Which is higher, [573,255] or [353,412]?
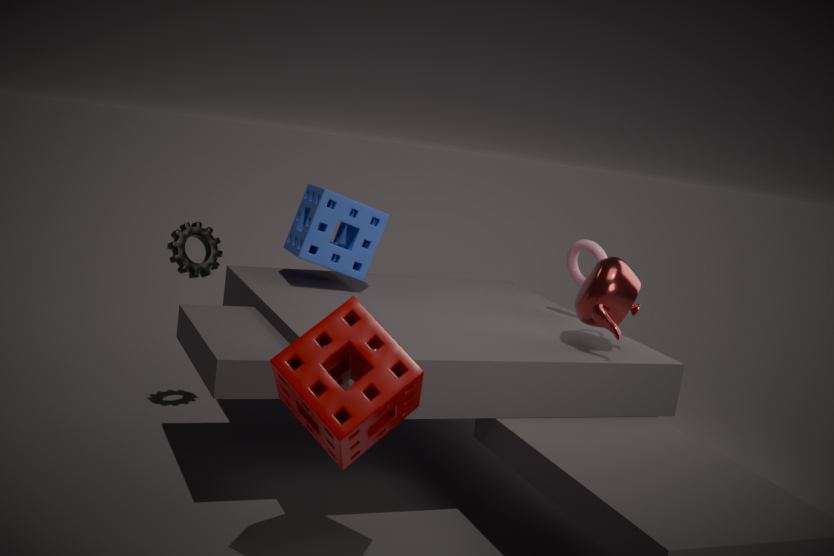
[573,255]
